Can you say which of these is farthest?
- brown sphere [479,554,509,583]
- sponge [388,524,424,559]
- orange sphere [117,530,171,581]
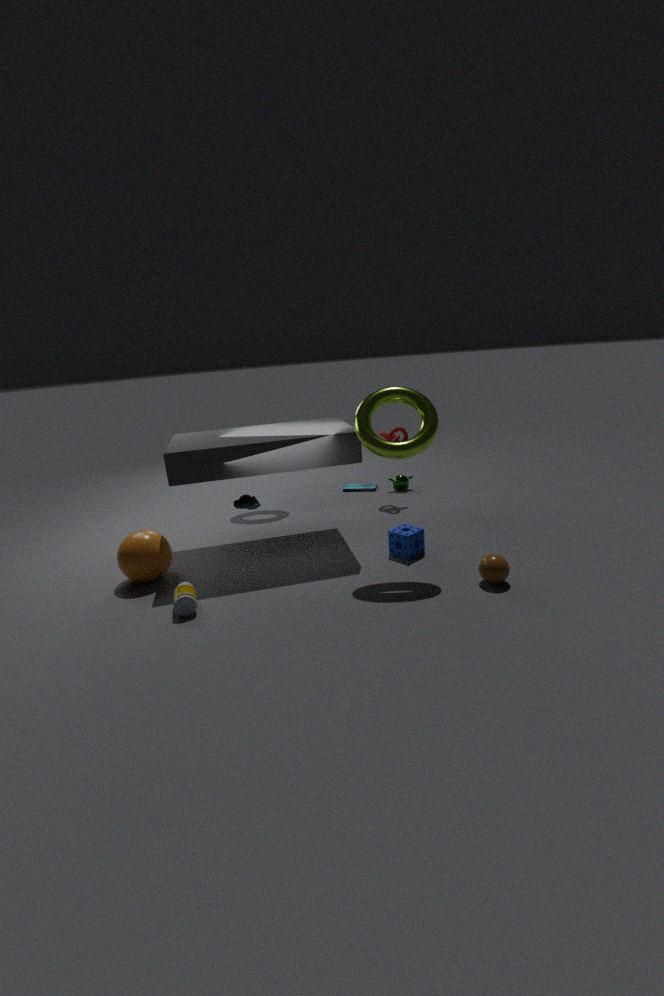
sponge [388,524,424,559]
